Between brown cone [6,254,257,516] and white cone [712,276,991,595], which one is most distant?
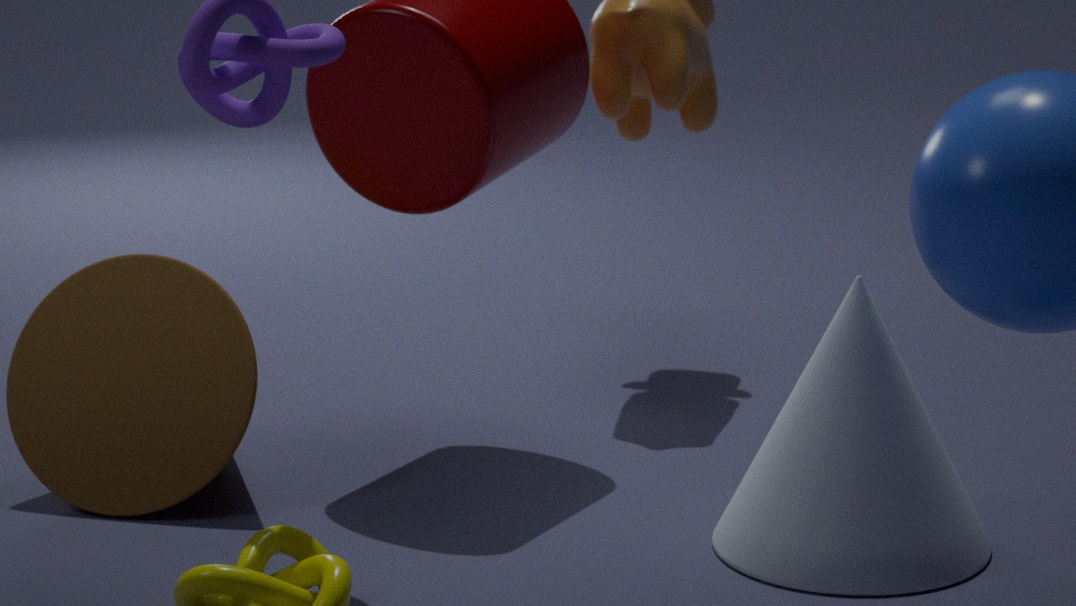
brown cone [6,254,257,516]
